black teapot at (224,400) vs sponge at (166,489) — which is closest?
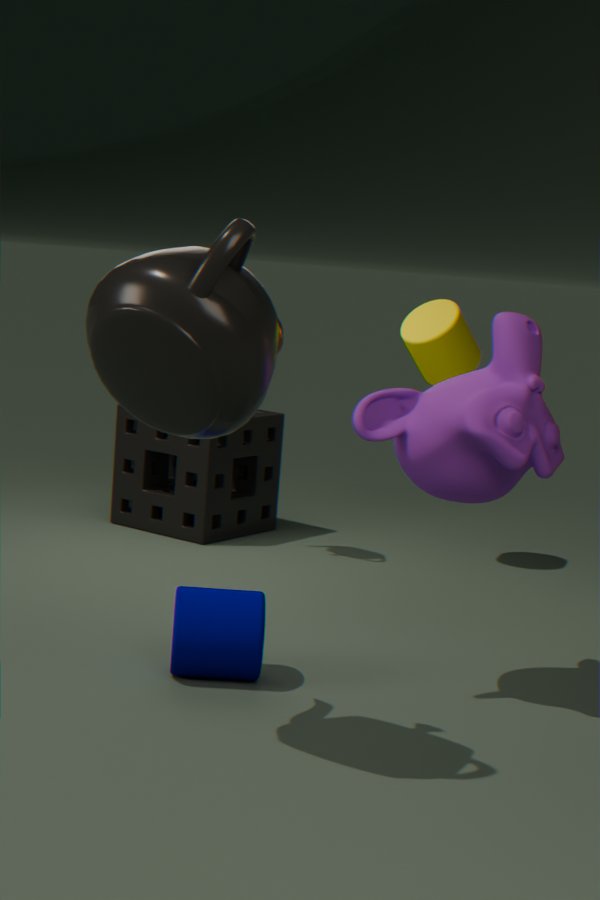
black teapot at (224,400)
